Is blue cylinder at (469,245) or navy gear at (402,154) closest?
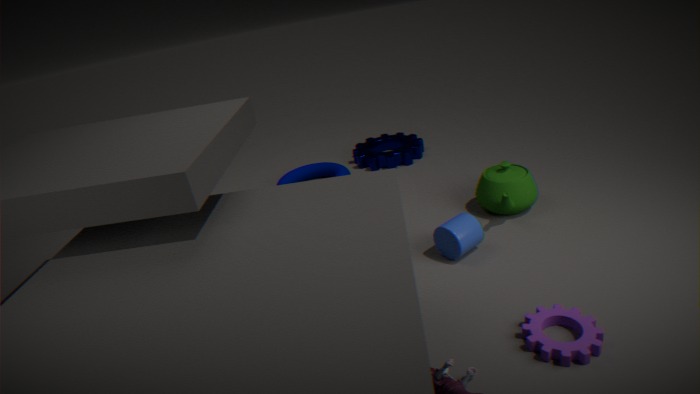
blue cylinder at (469,245)
